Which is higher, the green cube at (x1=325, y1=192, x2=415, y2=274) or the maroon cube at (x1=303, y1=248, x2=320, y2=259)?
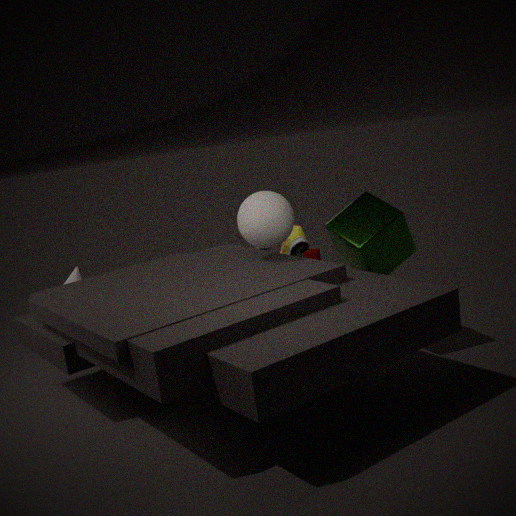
the green cube at (x1=325, y1=192, x2=415, y2=274)
